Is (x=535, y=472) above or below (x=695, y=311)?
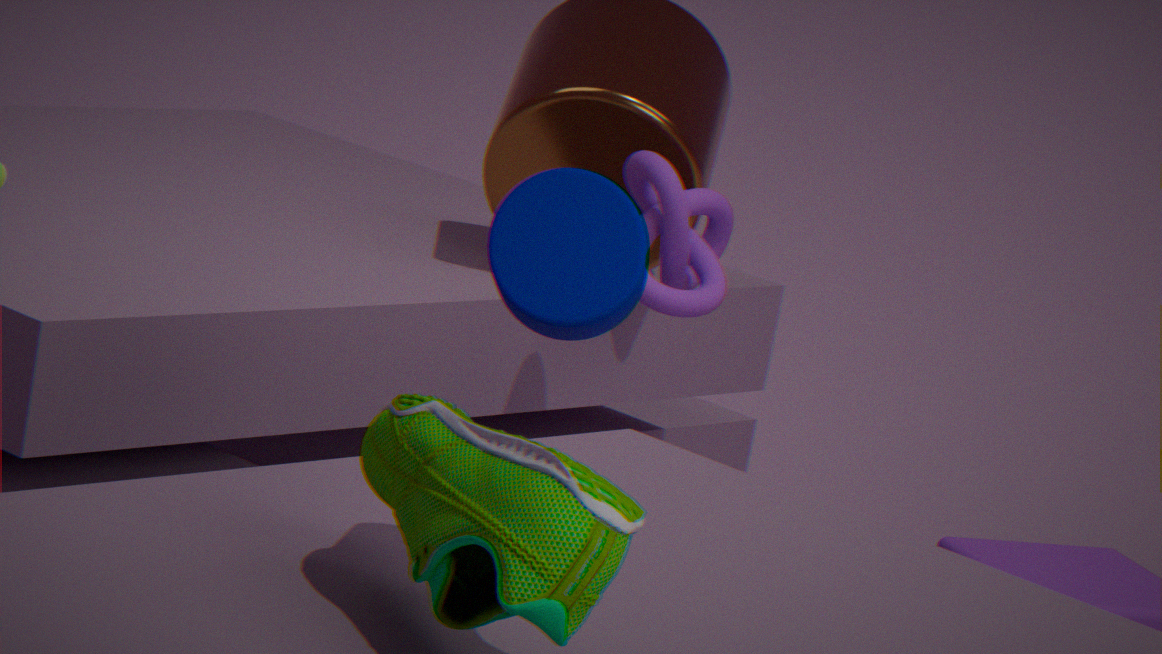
below
